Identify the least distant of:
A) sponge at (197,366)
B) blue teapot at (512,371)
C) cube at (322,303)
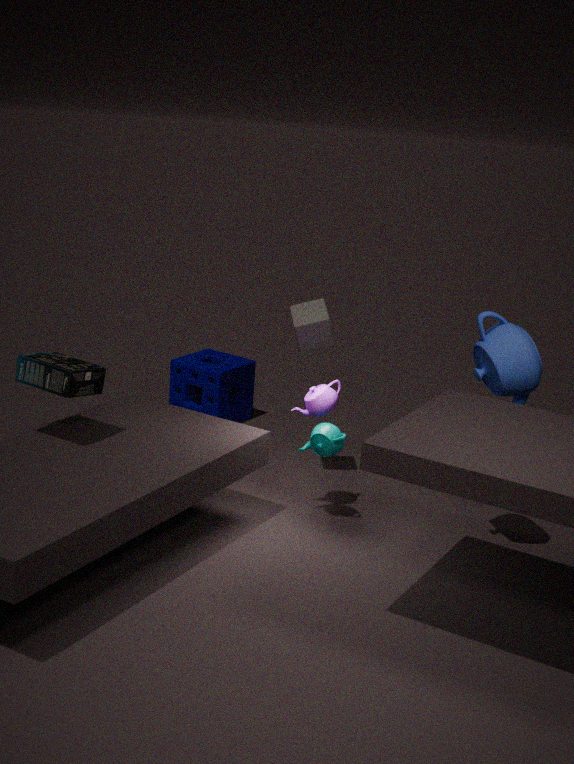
blue teapot at (512,371)
